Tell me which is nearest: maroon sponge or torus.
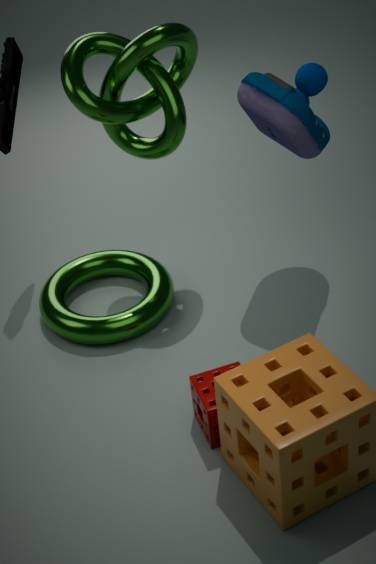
maroon sponge
